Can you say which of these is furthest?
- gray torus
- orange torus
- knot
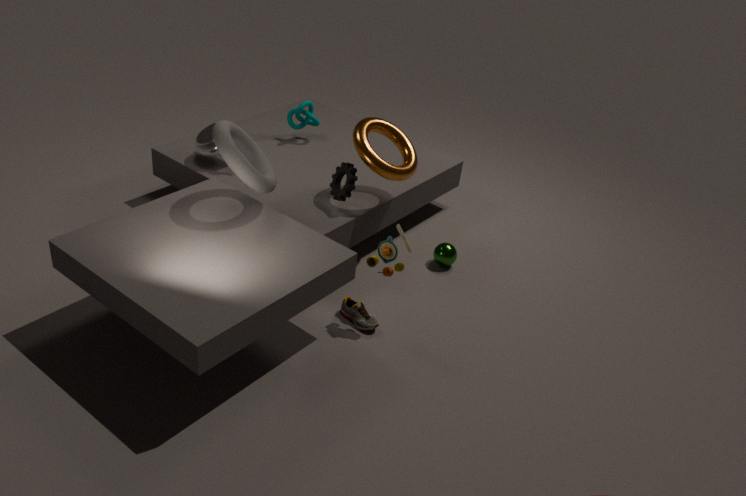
knot
